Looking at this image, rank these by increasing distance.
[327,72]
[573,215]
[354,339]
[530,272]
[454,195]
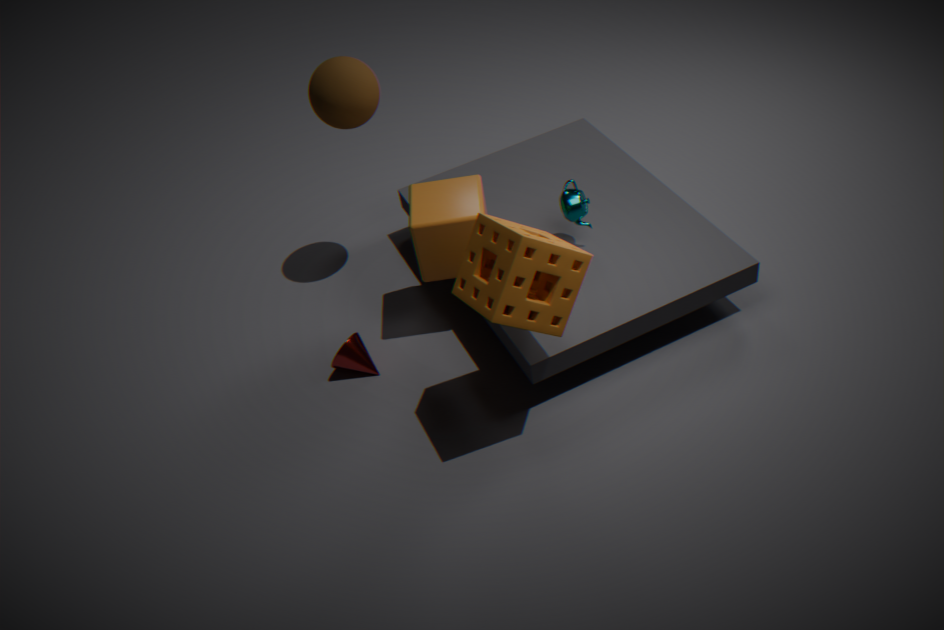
[530,272] → [454,195] → [573,215] → [327,72] → [354,339]
